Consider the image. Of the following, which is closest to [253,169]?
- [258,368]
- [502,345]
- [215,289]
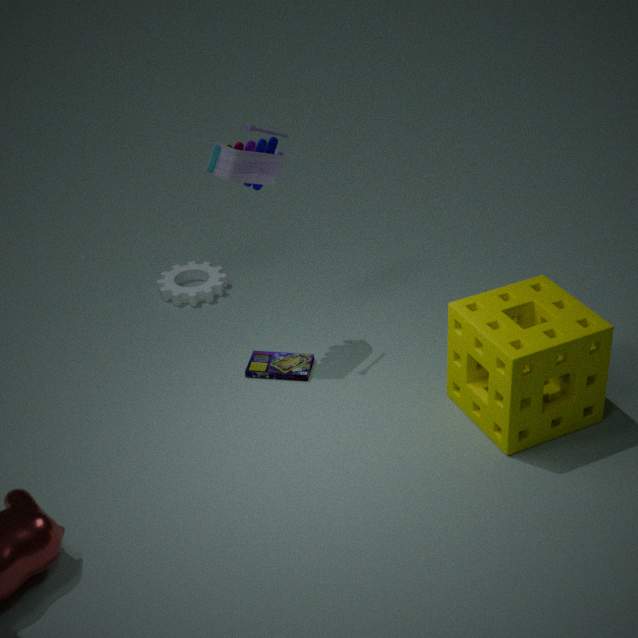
[258,368]
